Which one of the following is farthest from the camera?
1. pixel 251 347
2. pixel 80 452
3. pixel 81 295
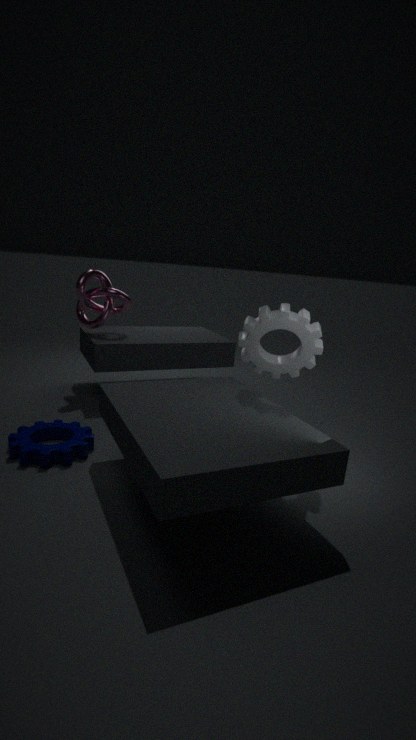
pixel 81 295
